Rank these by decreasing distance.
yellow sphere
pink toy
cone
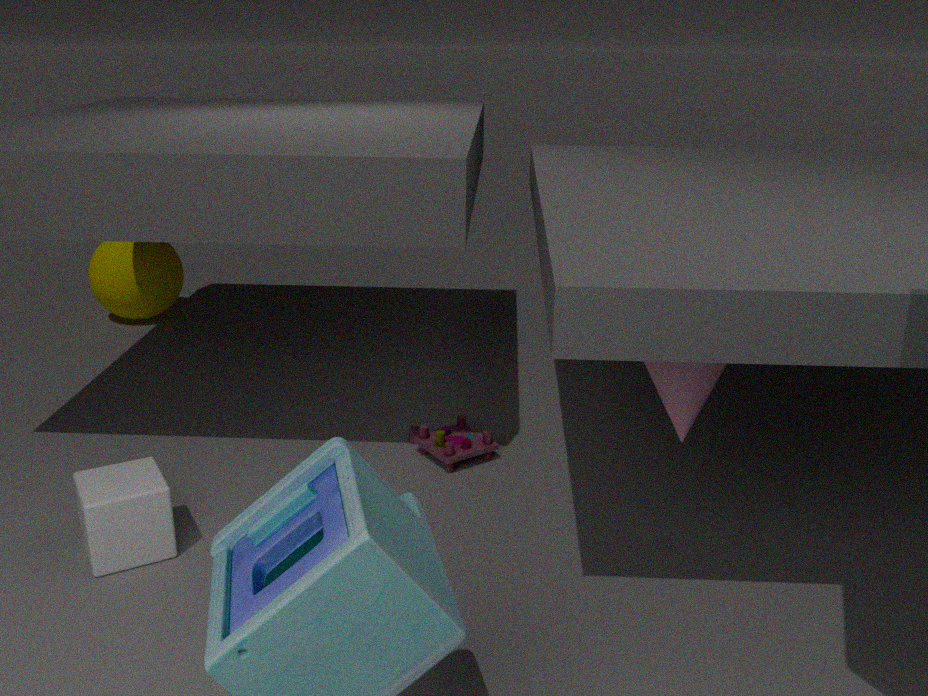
yellow sphere
pink toy
cone
